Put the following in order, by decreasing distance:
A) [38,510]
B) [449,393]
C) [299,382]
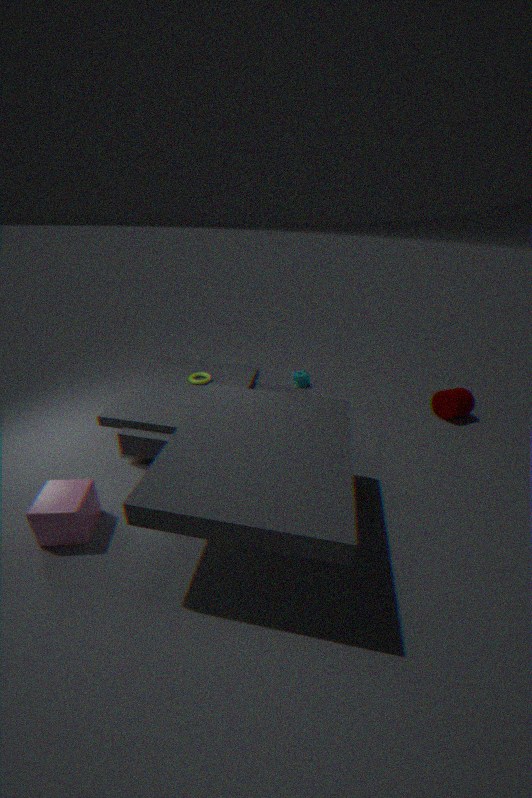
[299,382]
[449,393]
[38,510]
